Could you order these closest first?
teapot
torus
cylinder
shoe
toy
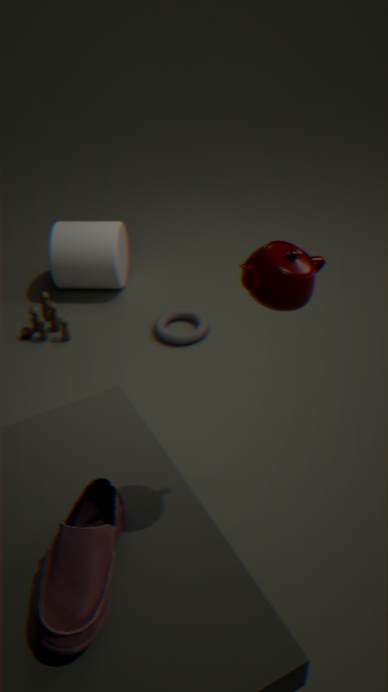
teapot
shoe
torus
toy
cylinder
